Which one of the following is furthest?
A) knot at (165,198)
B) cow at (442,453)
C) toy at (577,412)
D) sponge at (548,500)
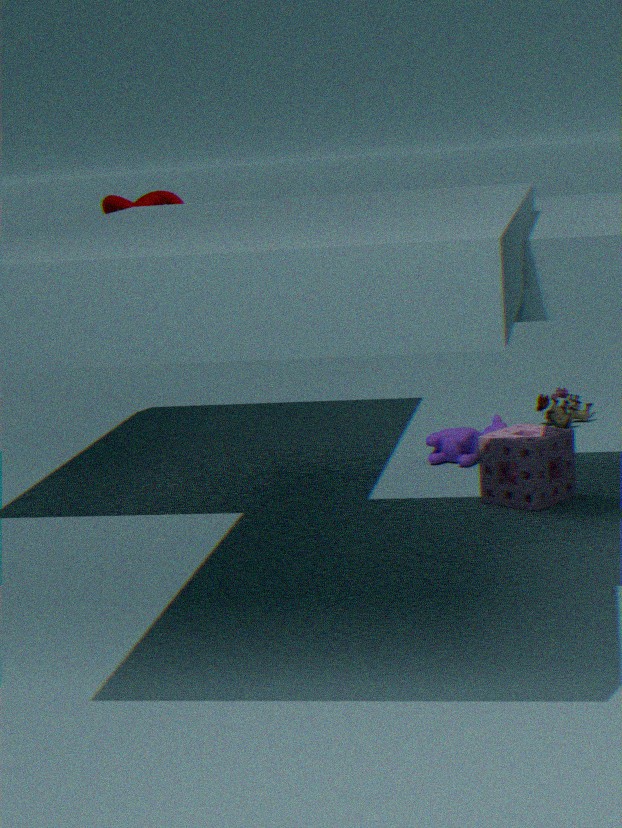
toy at (577,412)
